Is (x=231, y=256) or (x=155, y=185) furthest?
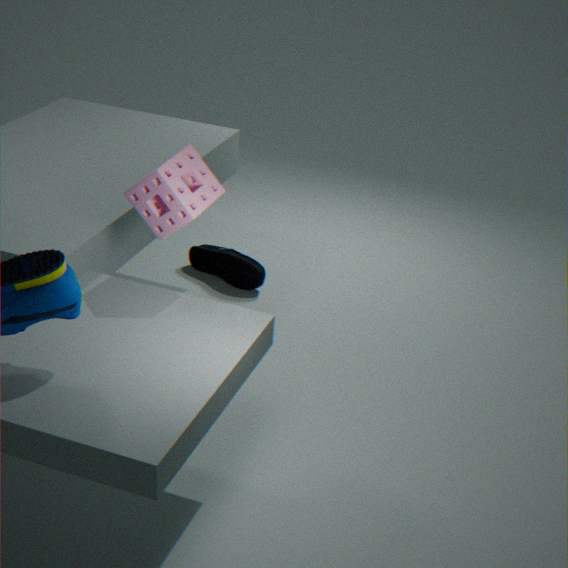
(x=231, y=256)
